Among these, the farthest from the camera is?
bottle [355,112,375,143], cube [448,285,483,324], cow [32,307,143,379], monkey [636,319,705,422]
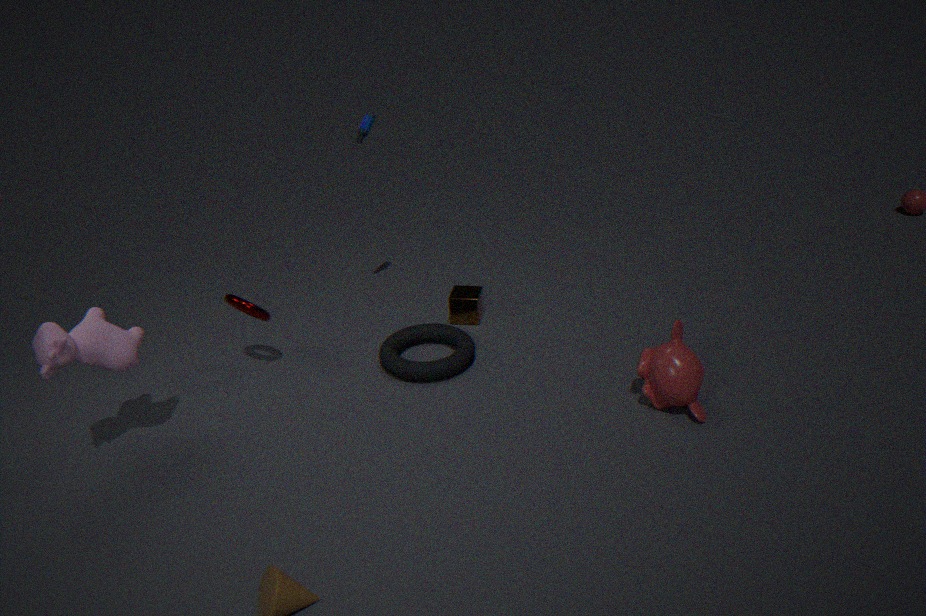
cube [448,285,483,324]
